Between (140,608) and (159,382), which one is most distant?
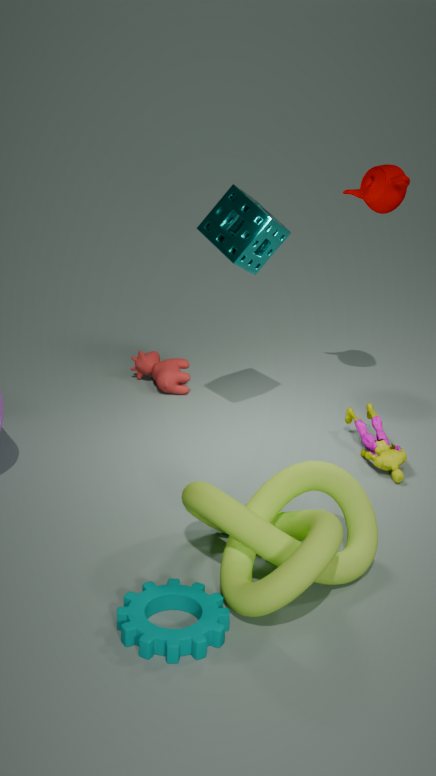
(159,382)
